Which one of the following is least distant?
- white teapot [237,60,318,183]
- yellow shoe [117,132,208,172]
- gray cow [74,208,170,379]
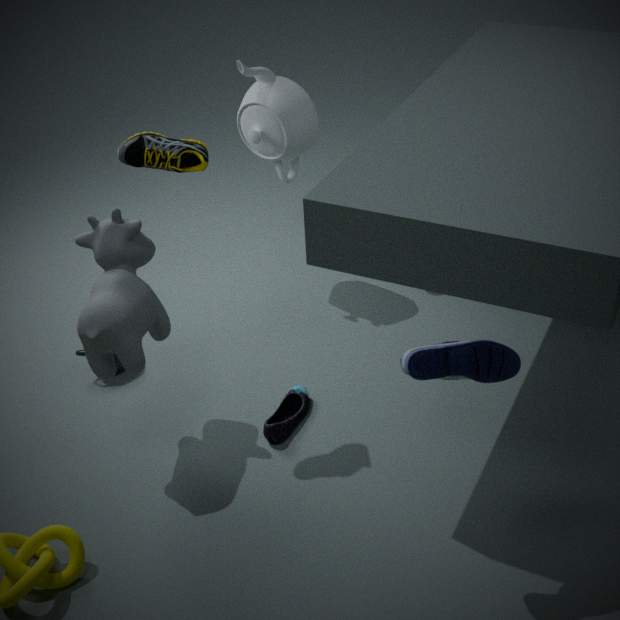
gray cow [74,208,170,379]
